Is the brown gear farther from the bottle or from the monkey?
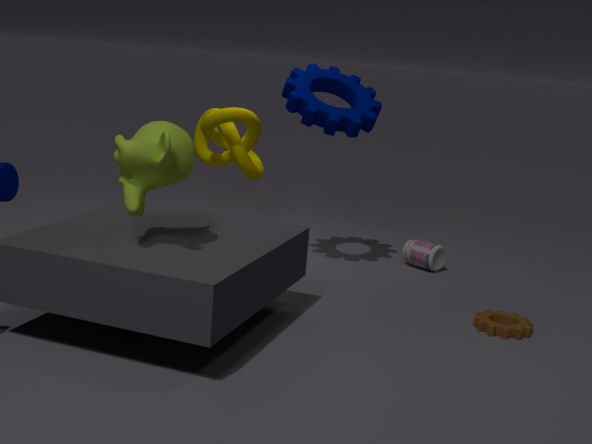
the monkey
